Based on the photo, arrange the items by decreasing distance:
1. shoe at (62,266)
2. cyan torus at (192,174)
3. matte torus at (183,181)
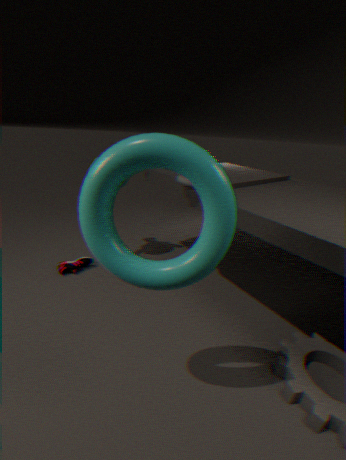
shoe at (62,266), matte torus at (183,181), cyan torus at (192,174)
